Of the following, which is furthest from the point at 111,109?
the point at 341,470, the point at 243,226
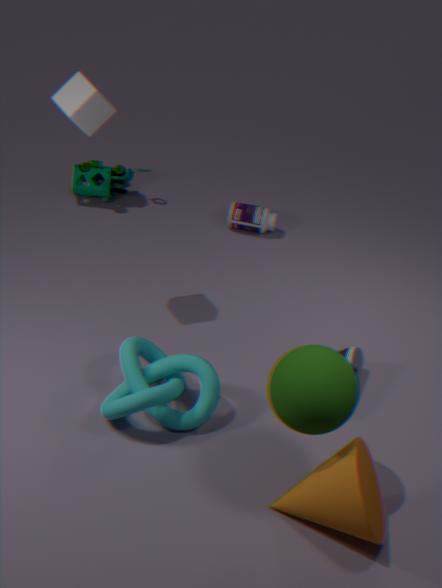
the point at 341,470
